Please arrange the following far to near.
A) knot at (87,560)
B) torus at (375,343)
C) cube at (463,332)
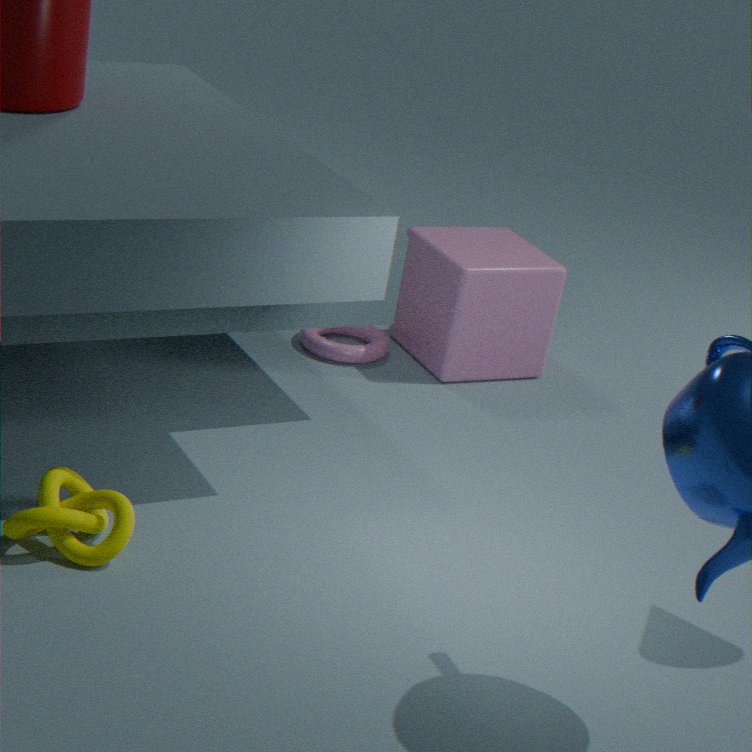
torus at (375,343) < cube at (463,332) < knot at (87,560)
